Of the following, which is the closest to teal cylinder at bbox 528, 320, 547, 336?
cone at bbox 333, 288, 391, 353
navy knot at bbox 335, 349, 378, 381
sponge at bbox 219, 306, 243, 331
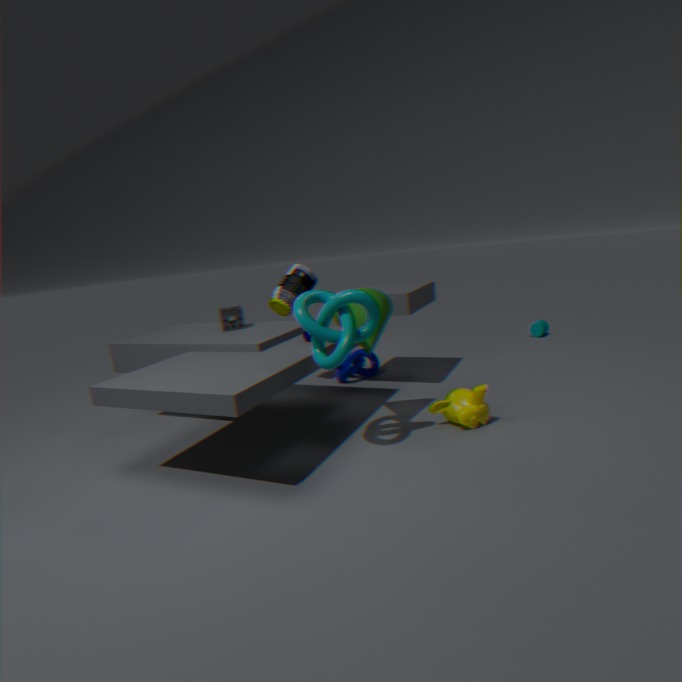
navy knot at bbox 335, 349, 378, 381
